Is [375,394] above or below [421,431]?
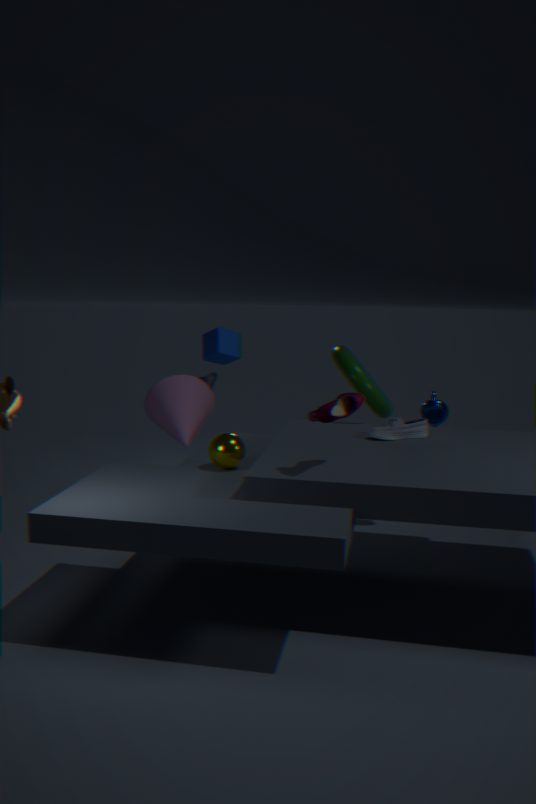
above
